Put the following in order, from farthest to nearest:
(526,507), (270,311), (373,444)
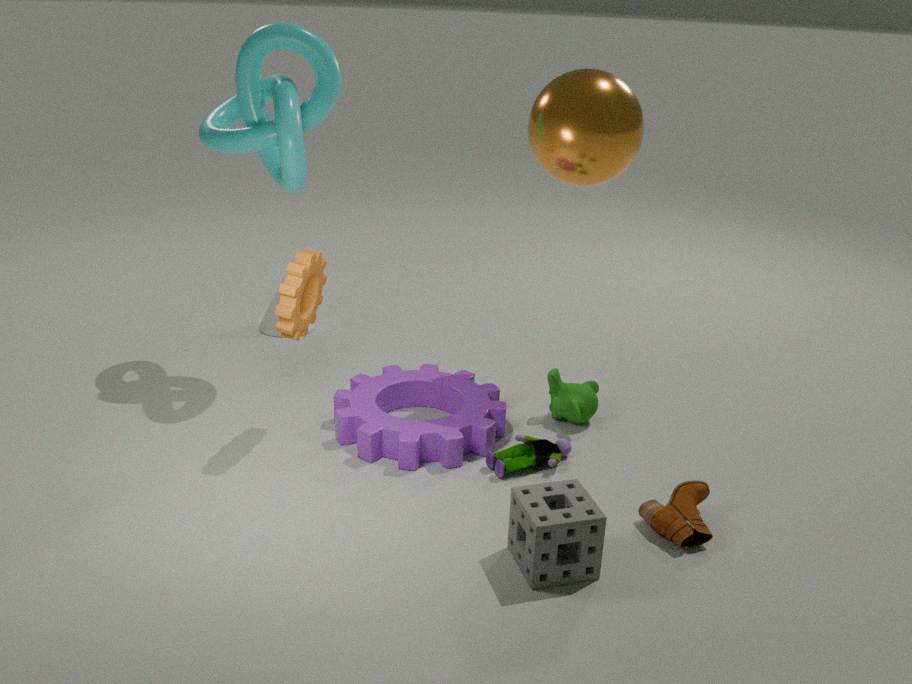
(270,311), (373,444), (526,507)
